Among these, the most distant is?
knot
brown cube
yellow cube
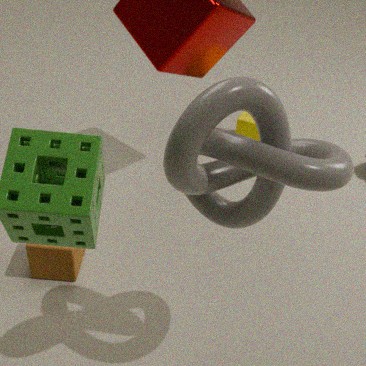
yellow cube
